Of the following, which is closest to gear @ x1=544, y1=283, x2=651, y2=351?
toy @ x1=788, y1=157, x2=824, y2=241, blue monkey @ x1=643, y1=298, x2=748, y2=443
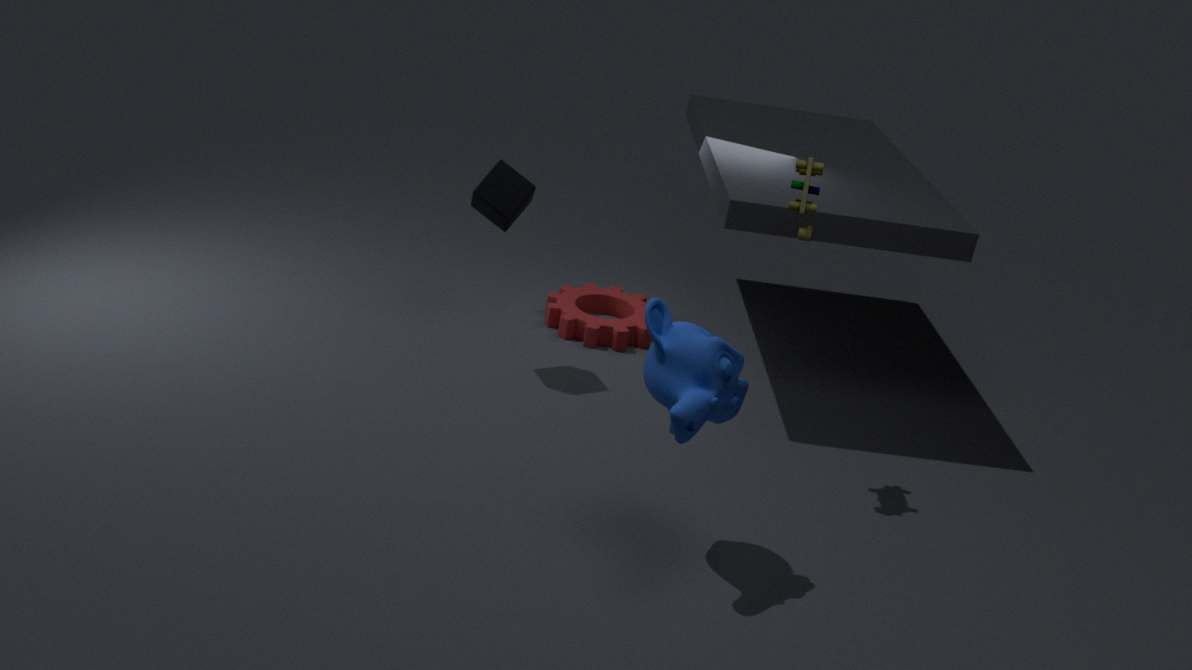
toy @ x1=788, y1=157, x2=824, y2=241
